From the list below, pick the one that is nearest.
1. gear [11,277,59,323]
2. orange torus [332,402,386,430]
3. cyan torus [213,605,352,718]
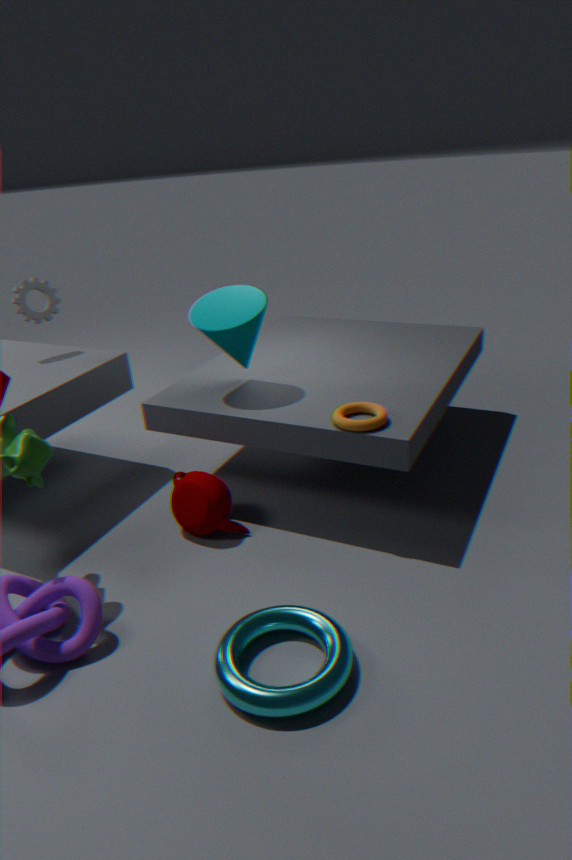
→ cyan torus [213,605,352,718]
